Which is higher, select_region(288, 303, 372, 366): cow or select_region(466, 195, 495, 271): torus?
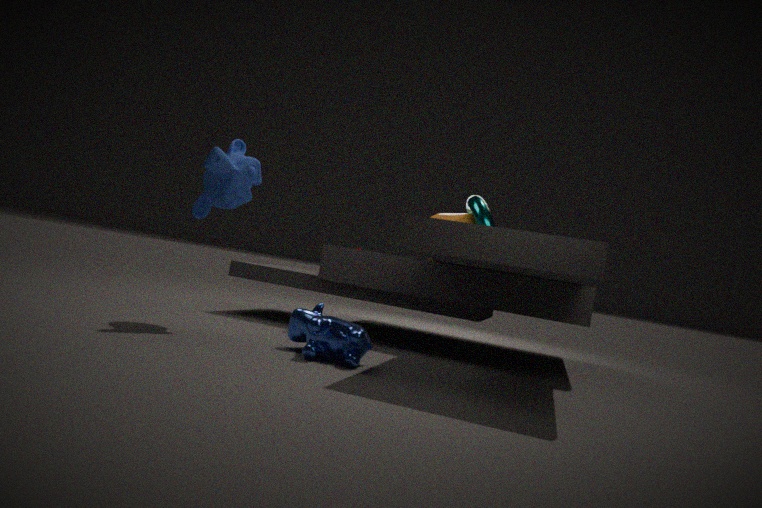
select_region(466, 195, 495, 271): torus
